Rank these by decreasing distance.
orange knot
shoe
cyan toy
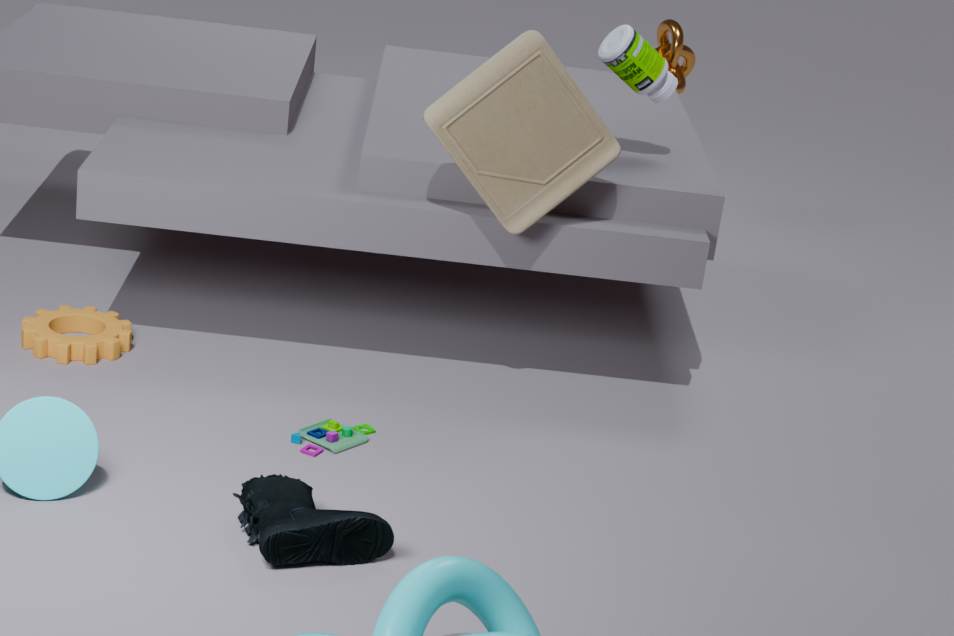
orange knot < cyan toy < shoe
